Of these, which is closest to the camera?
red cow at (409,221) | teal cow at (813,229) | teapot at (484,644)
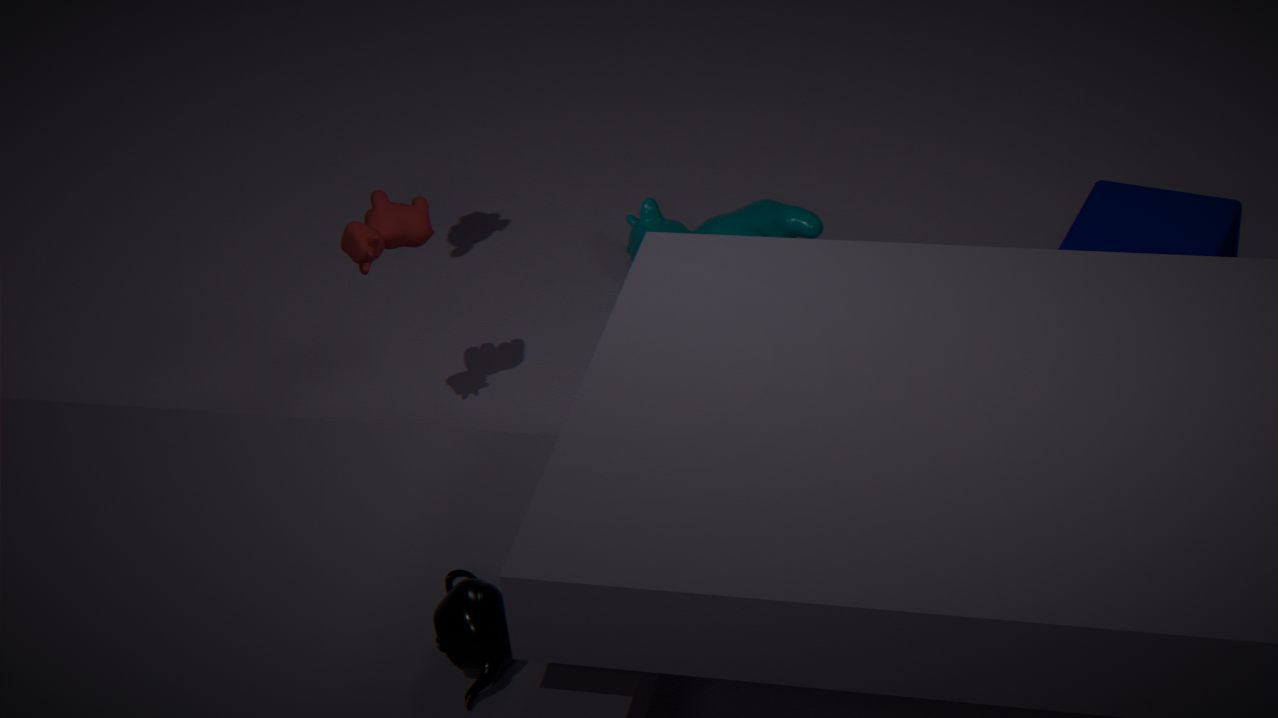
teapot at (484,644)
